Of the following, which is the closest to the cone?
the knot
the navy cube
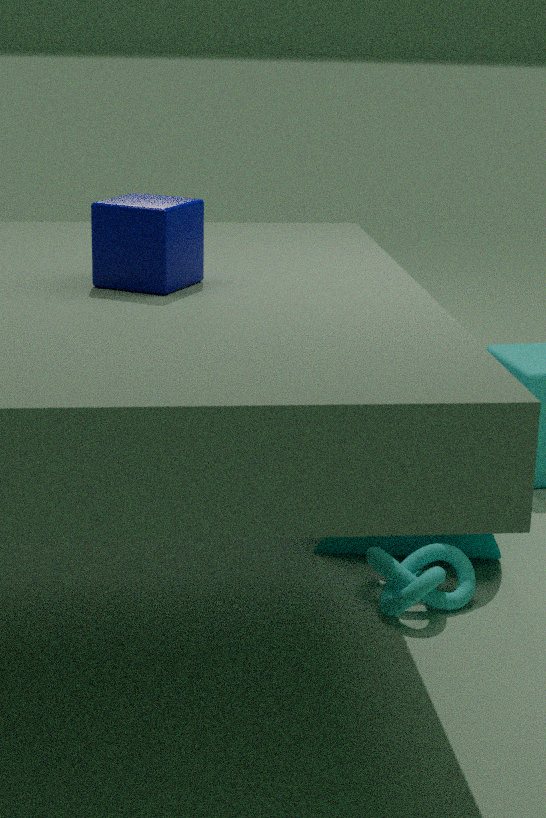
the knot
